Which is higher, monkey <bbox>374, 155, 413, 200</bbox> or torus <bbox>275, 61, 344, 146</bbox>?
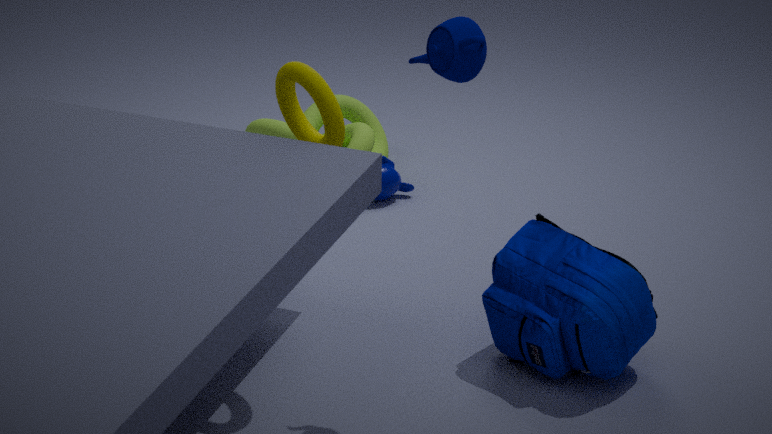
torus <bbox>275, 61, 344, 146</bbox>
